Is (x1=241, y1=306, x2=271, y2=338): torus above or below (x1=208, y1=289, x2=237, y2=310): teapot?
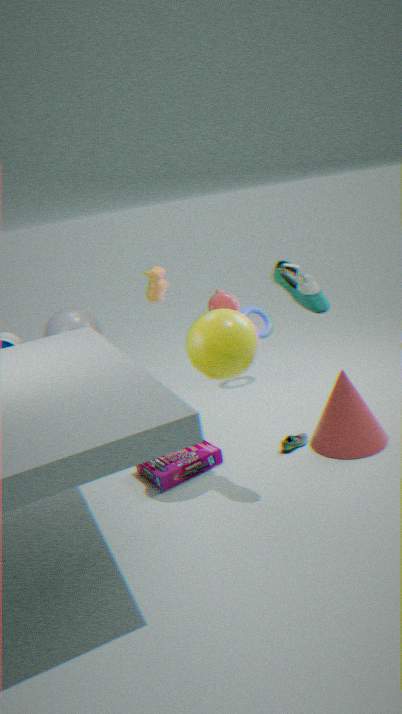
below
